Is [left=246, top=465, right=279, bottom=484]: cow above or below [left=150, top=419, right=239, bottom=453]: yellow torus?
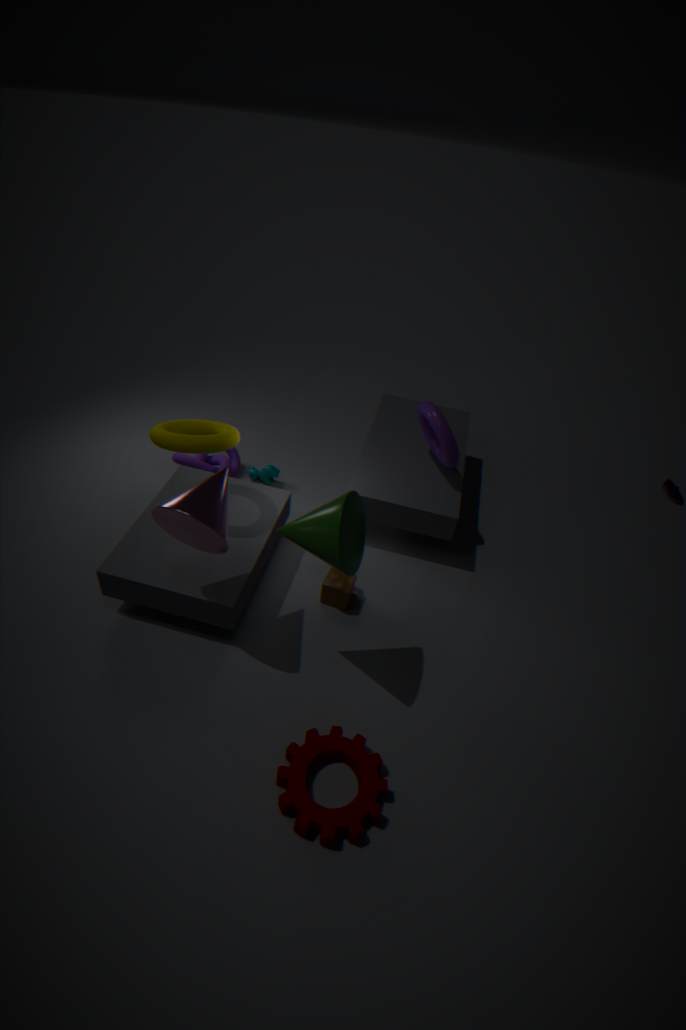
below
